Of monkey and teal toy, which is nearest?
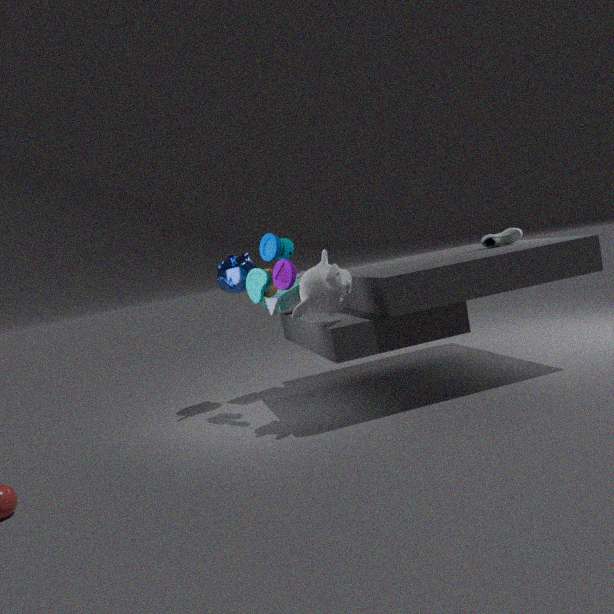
monkey
